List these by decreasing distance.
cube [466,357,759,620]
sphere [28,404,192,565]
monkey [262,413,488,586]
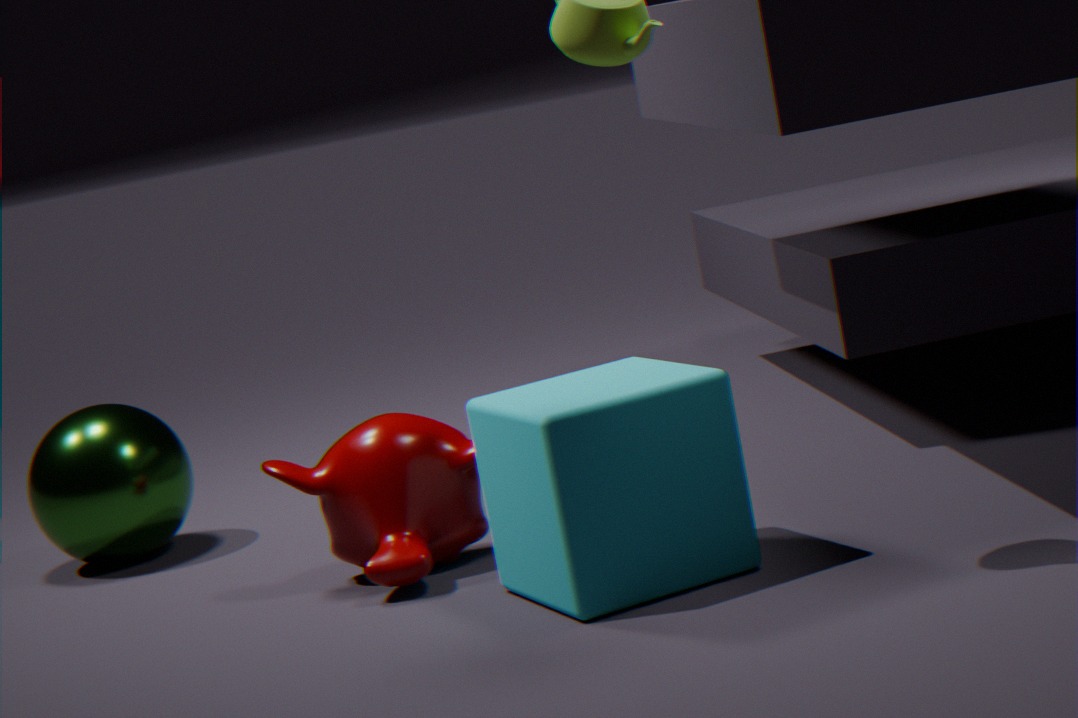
sphere [28,404,192,565] → monkey [262,413,488,586] → cube [466,357,759,620]
